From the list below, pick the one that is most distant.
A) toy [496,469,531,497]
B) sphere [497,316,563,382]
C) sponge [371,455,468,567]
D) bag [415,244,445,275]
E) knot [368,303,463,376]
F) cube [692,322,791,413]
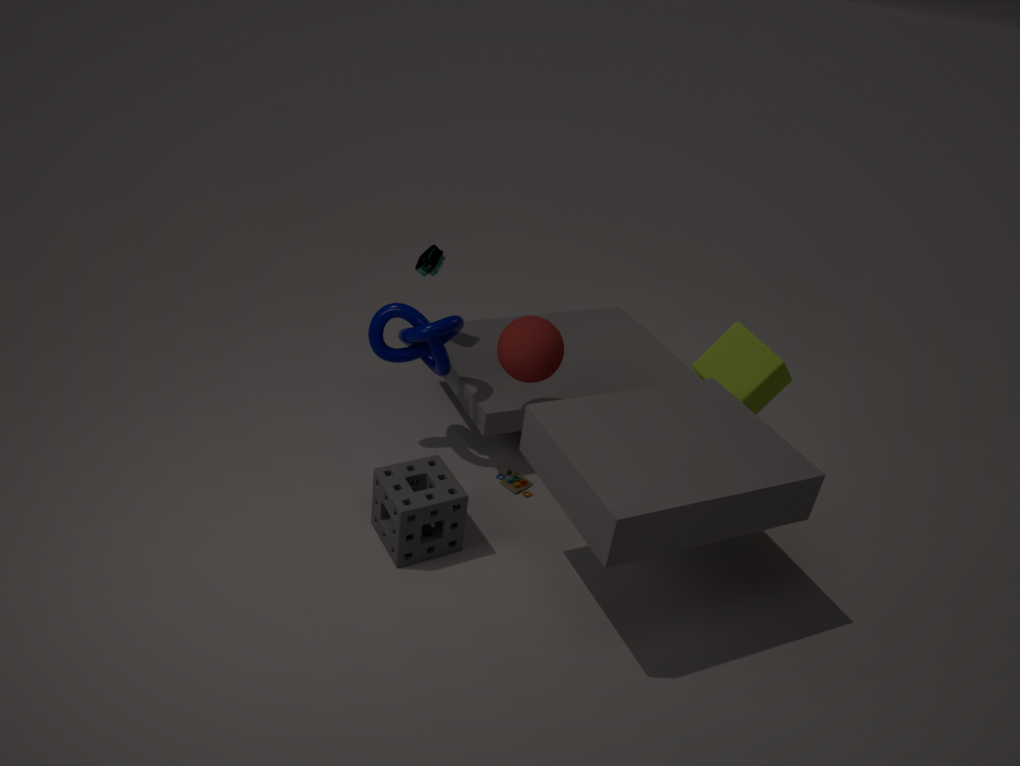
bag [415,244,445,275]
